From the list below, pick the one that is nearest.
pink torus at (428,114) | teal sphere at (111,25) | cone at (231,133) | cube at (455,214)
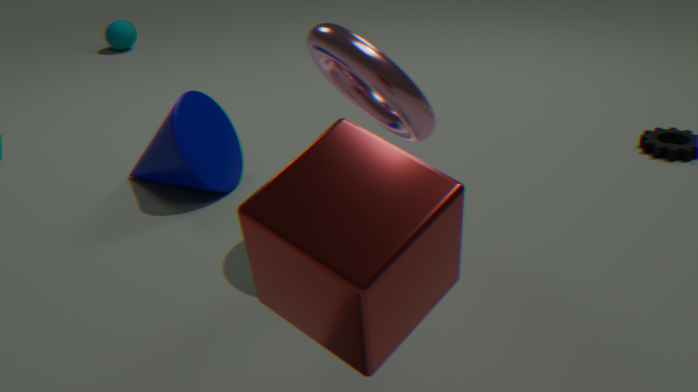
cube at (455,214)
